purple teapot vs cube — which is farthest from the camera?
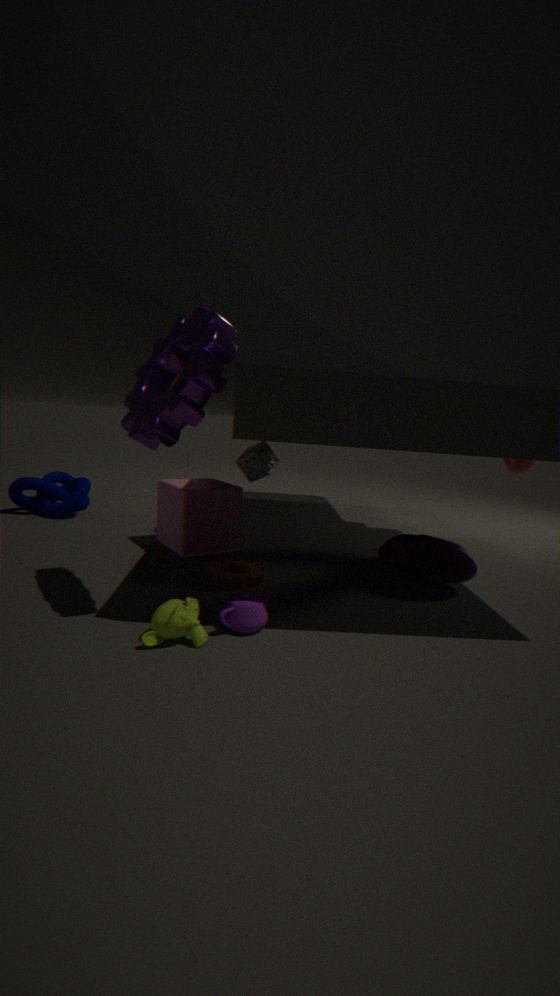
cube
